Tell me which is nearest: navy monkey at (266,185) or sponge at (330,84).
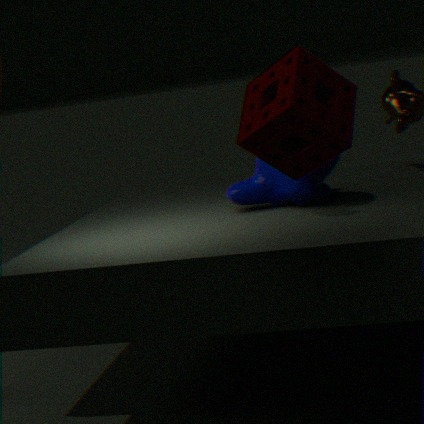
sponge at (330,84)
